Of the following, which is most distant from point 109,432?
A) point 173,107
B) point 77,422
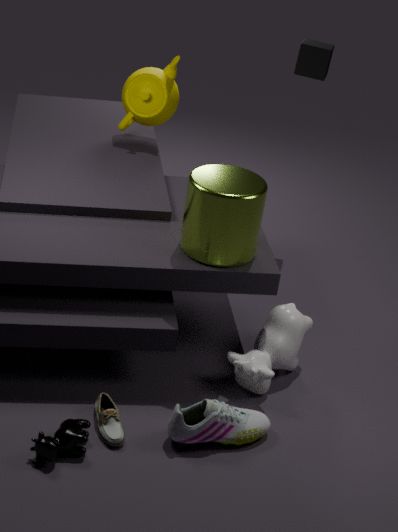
point 173,107
